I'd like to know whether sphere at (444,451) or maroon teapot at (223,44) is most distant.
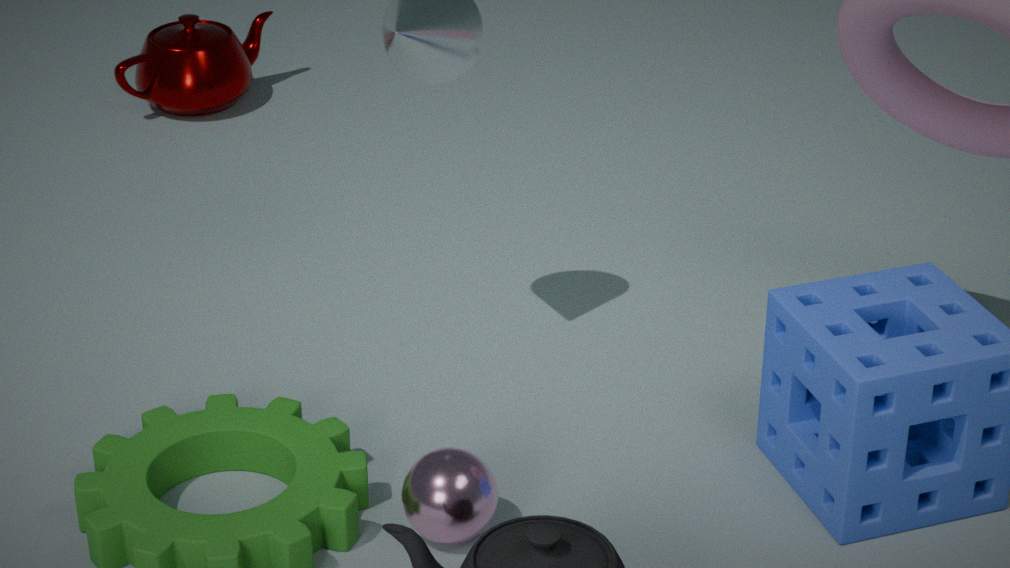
maroon teapot at (223,44)
